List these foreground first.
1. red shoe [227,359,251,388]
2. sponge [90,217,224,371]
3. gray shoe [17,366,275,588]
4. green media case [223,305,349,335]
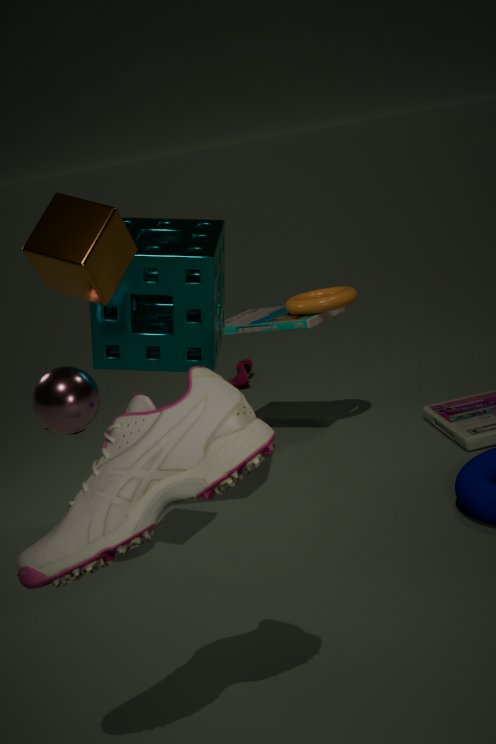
gray shoe [17,366,275,588] → sponge [90,217,224,371] → green media case [223,305,349,335] → red shoe [227,359,251,388]
